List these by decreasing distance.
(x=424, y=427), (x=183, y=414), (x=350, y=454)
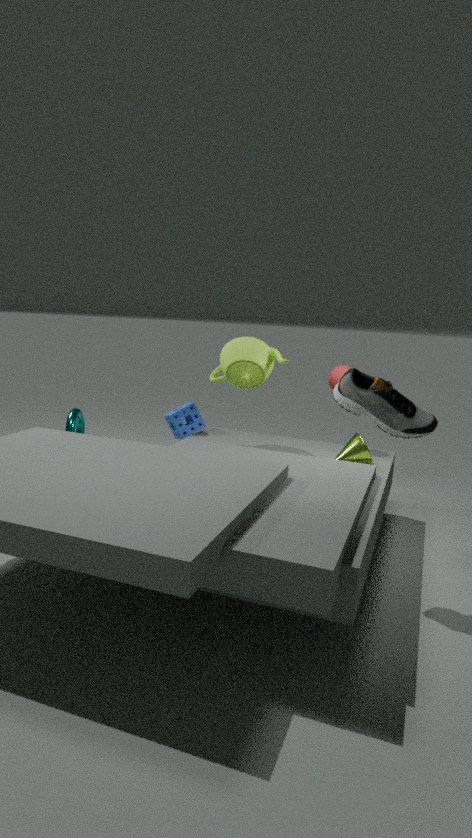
1. (x=183, y=414)
2. (x=350, y=454)
3. (x=424, y=427)
